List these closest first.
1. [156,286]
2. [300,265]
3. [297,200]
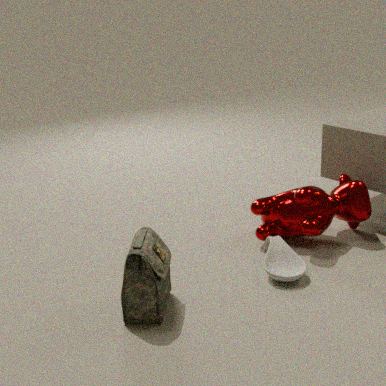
[156,286] → [300,265] → [297,200]
